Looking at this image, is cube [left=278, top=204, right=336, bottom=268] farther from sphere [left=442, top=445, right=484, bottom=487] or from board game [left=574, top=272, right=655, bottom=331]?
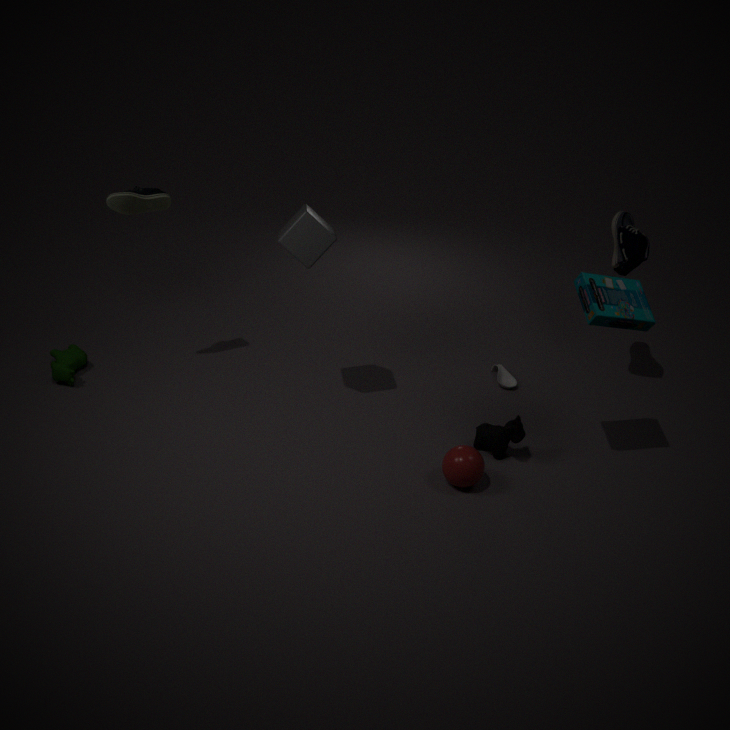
board game [left=574, top=272, right=655, bottom=331]
